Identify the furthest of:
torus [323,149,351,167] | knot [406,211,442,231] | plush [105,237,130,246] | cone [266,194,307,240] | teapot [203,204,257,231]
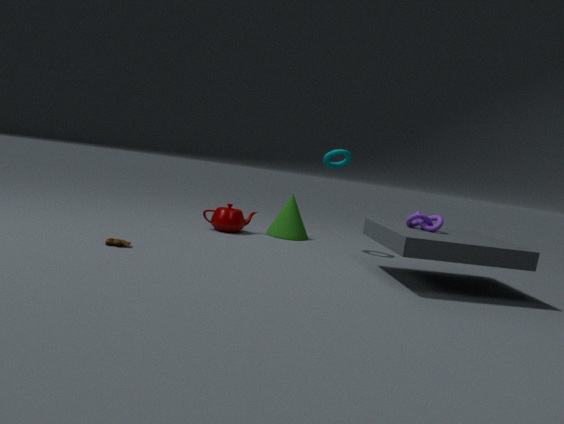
cone [266,194,307,240]
